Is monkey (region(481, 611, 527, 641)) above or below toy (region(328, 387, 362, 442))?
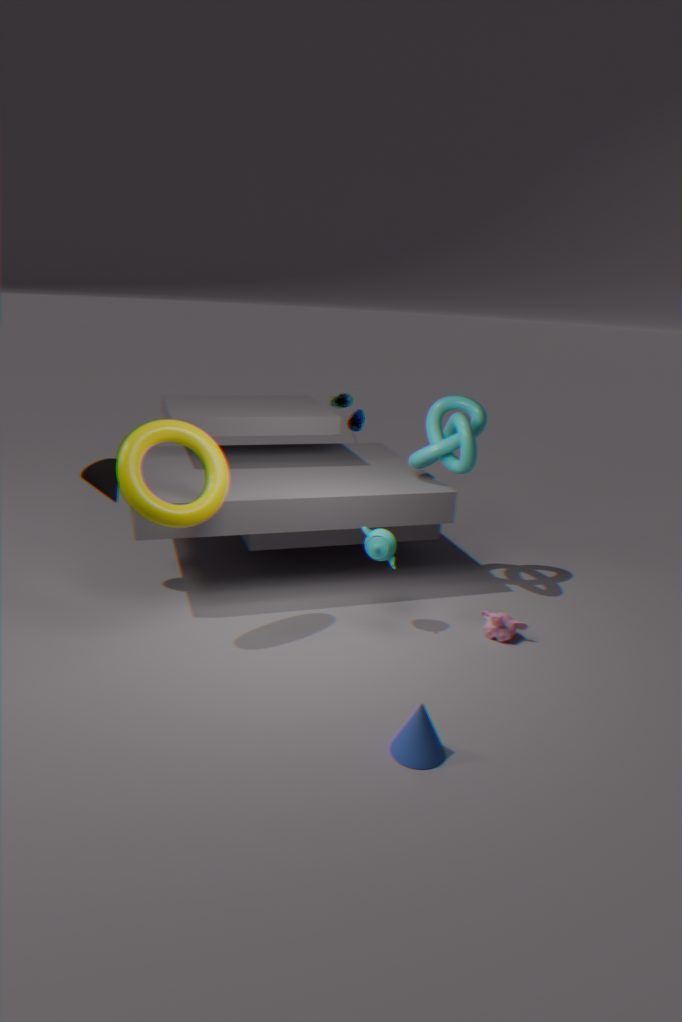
below
